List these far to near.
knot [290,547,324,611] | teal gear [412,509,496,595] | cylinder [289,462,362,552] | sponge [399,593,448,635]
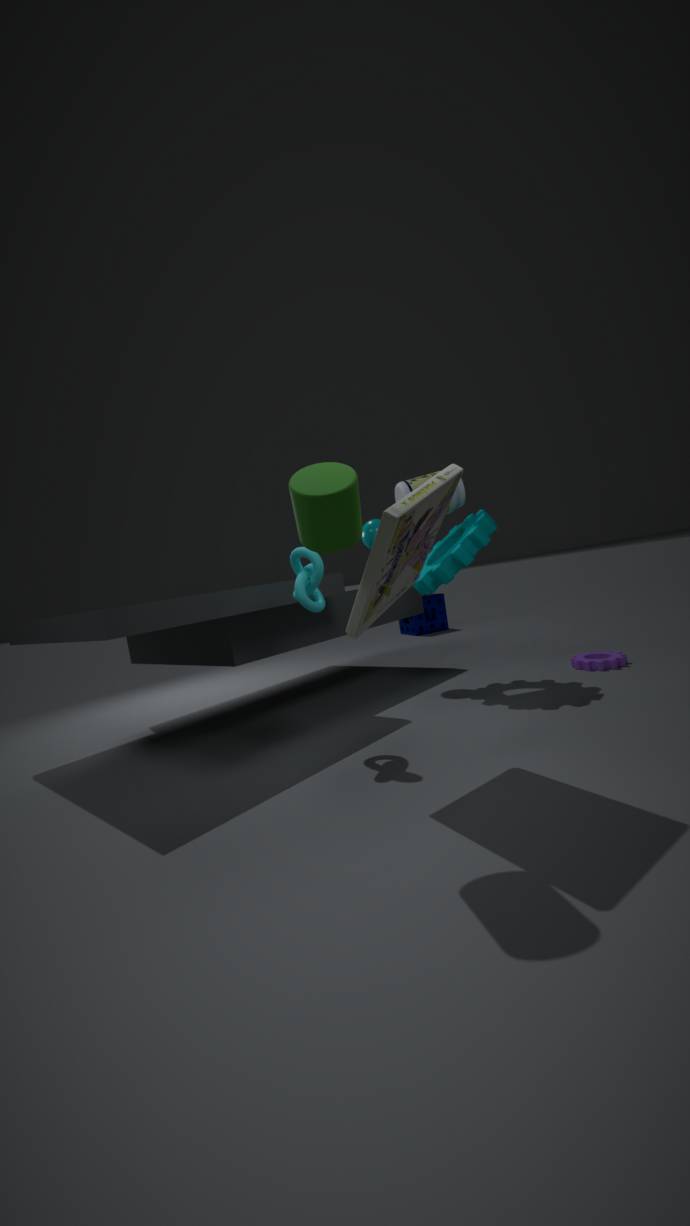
1. sponge [399,593,448,635]
2. teal gear [412,509,496,595]
3. knot [290,547,324,611]
4. cylinder [289,462,362,552]
